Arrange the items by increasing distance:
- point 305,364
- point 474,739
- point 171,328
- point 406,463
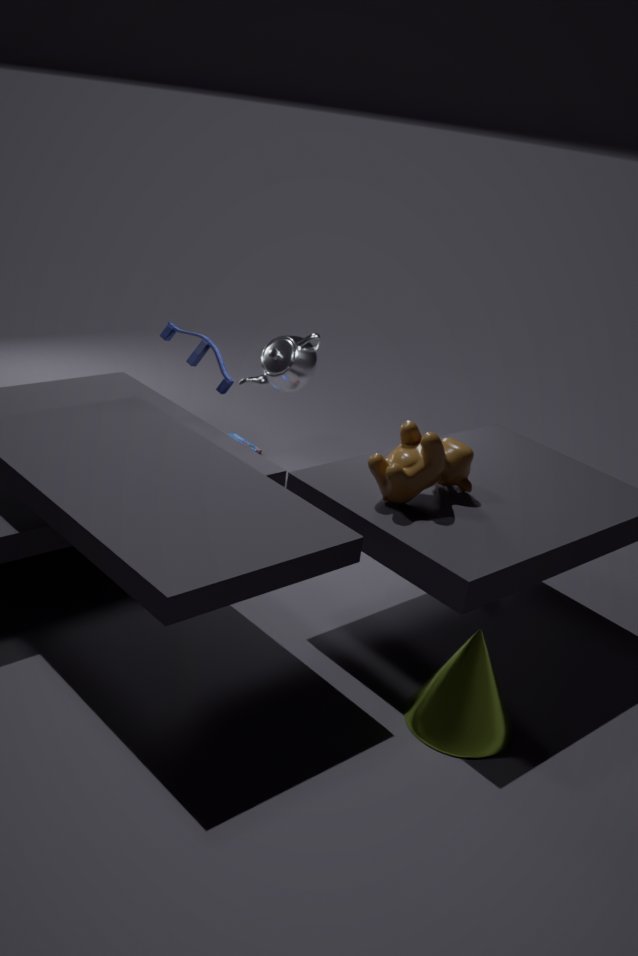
point 474,739 < point 406,463 < point 171,328 < point 305,364
